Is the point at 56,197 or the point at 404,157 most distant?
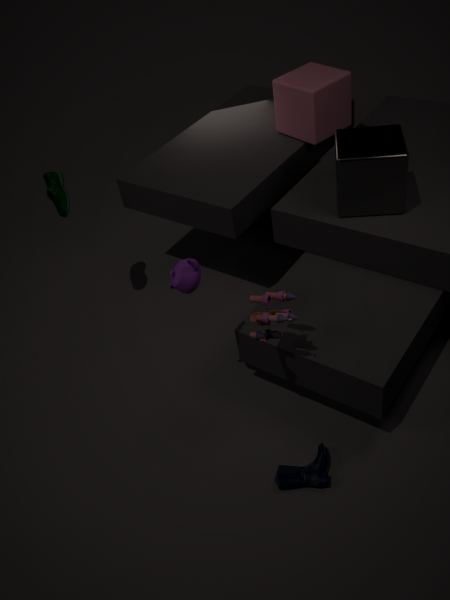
the point at 56,197
